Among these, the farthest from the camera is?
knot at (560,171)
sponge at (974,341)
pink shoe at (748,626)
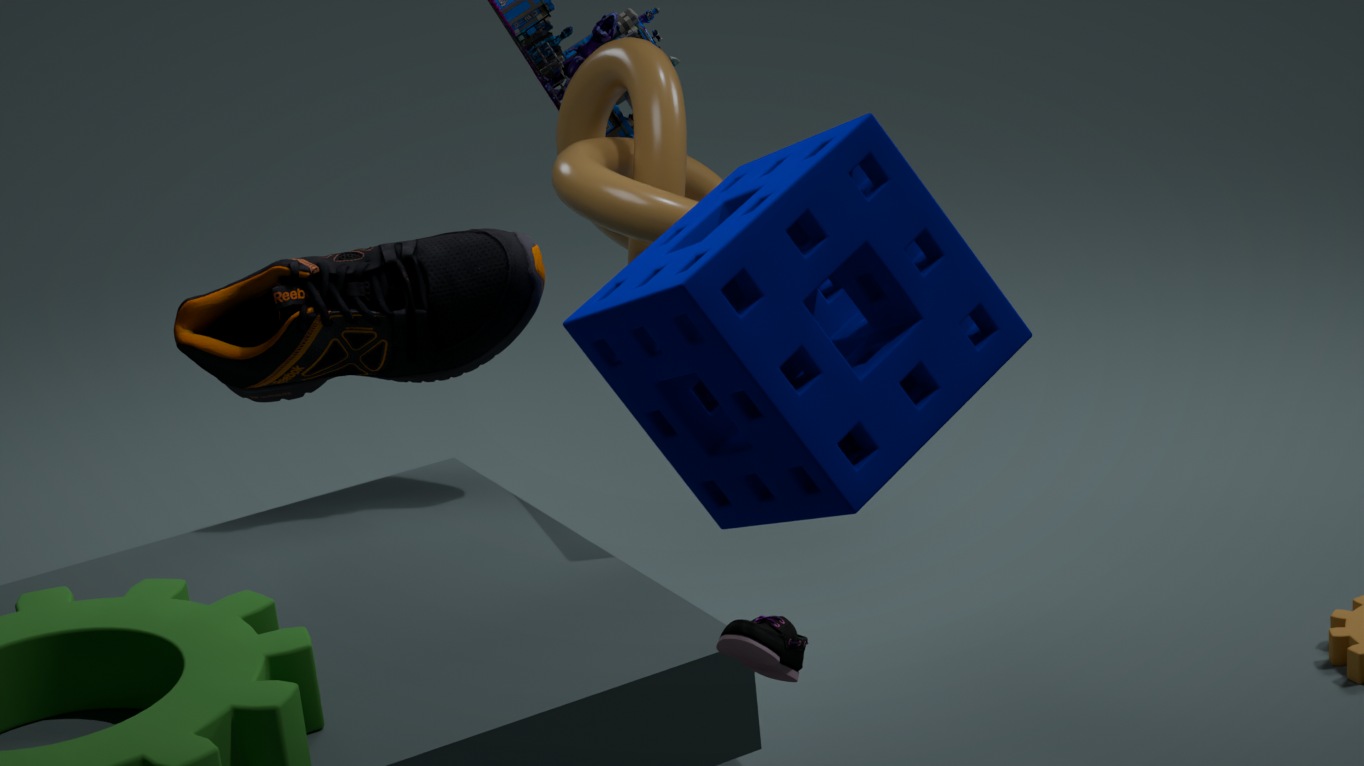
knot at (560,171)
